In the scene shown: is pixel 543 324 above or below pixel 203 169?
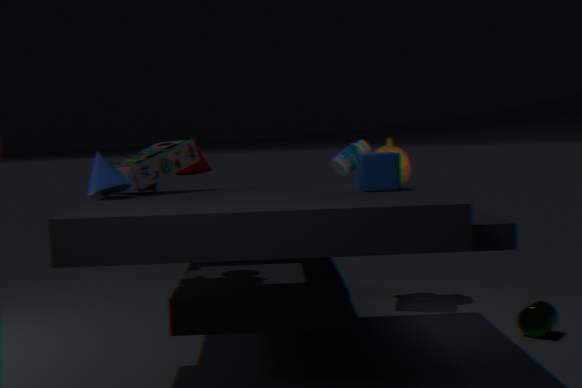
below
